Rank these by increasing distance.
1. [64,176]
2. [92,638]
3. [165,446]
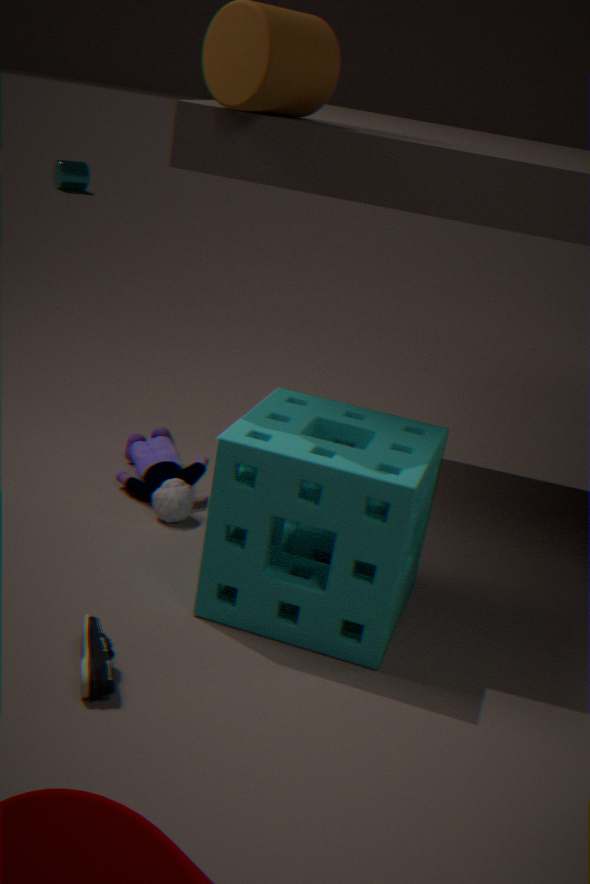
[92,638] → [165,446] → [64,176]
